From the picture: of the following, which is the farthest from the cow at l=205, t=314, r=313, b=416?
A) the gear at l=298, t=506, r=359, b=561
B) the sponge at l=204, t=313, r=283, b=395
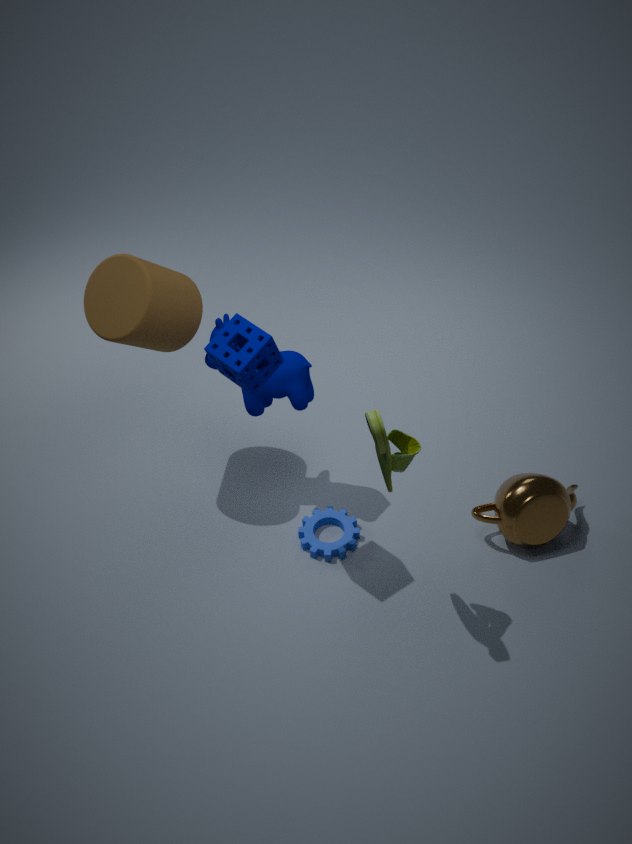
the gear at l=298, t=506, r=359, b=561
